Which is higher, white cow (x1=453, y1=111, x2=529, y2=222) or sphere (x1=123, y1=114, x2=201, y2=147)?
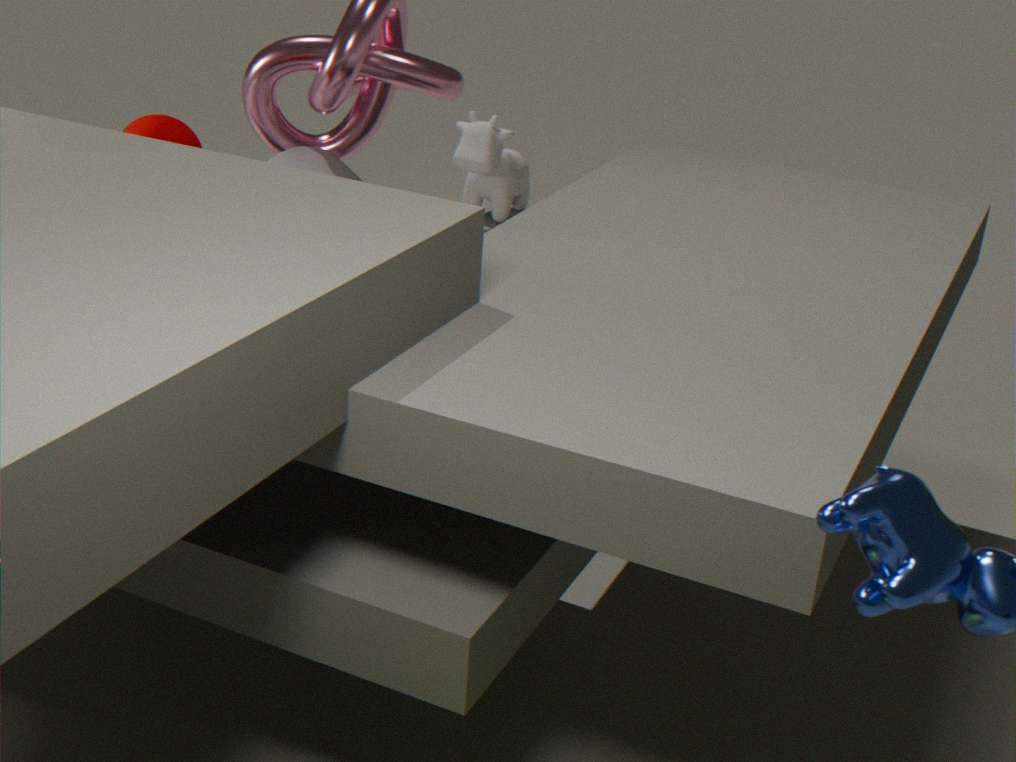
sphere (x1=123, y1=114, x2=201, y2=147)
